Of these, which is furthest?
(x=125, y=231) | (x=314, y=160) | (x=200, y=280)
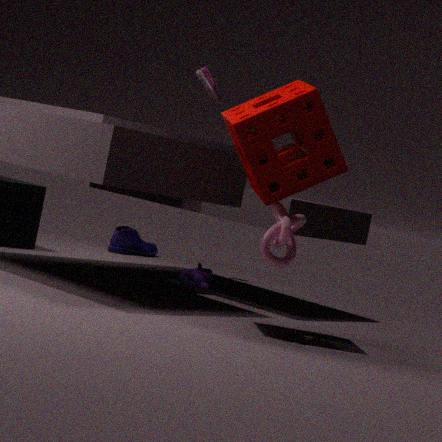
(x=125, y=231)
